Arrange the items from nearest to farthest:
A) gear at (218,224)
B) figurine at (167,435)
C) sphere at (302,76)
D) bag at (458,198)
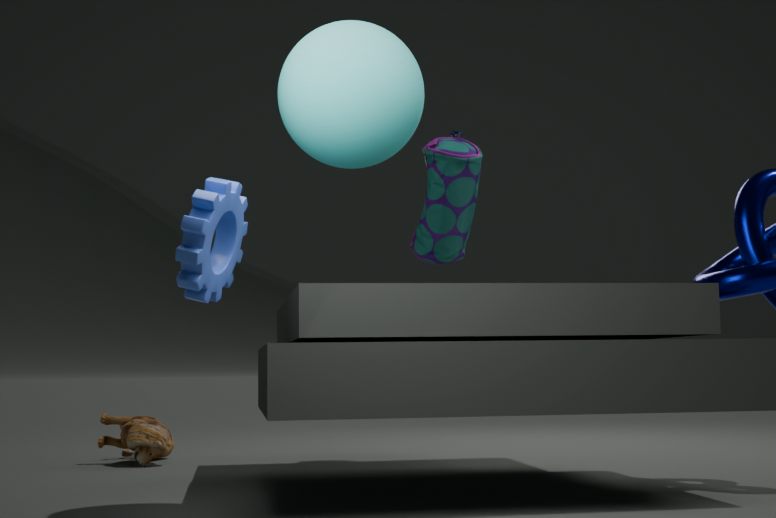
gear at (218,224)
sphere at (302,76)
bag at (458,198)
figurine at (167,435)
